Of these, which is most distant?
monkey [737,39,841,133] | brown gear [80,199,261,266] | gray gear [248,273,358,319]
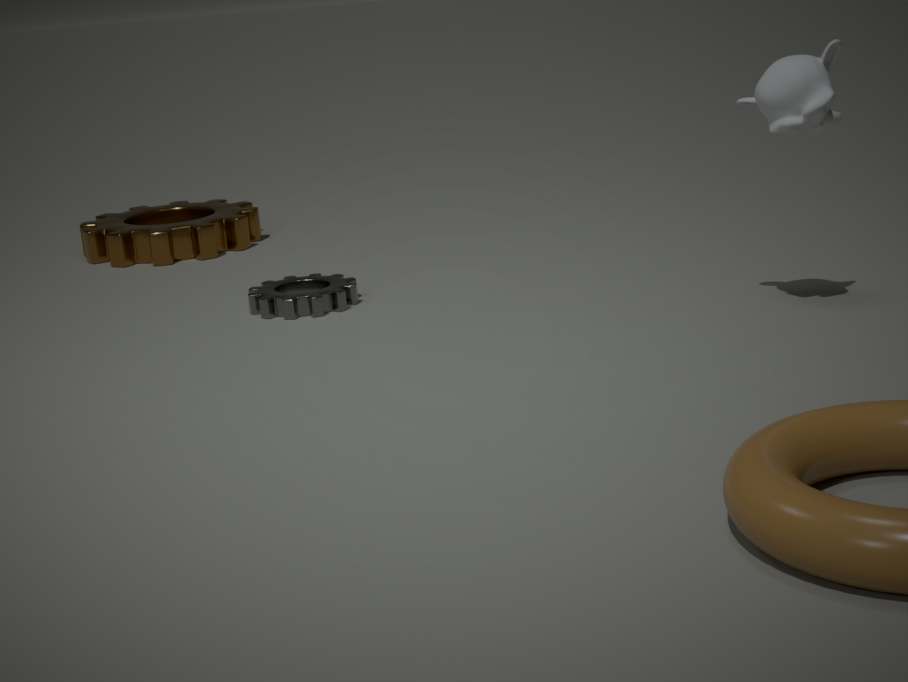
brown gear [80,199,261,266]
